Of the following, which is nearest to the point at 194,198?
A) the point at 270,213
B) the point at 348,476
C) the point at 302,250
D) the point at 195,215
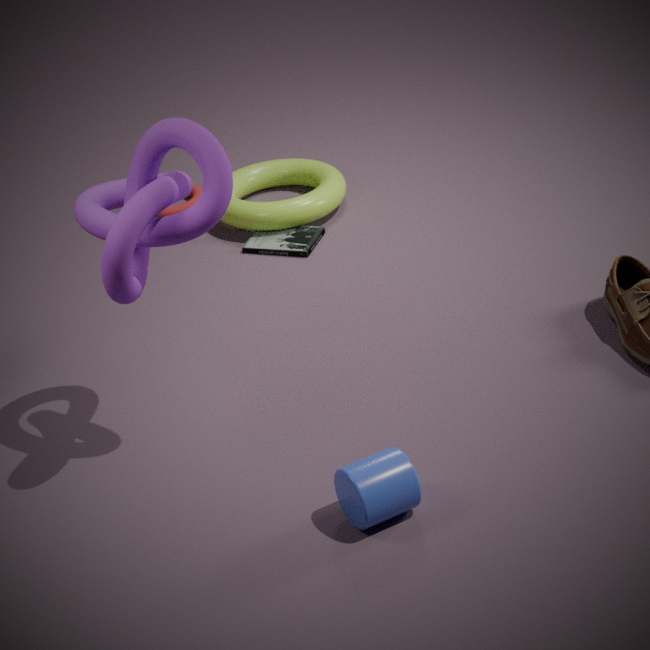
the point at 270,213
